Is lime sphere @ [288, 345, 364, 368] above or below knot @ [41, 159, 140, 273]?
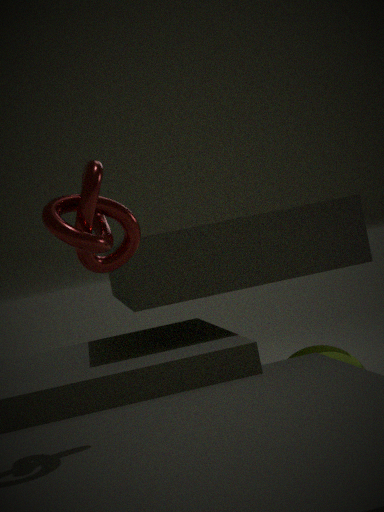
below
